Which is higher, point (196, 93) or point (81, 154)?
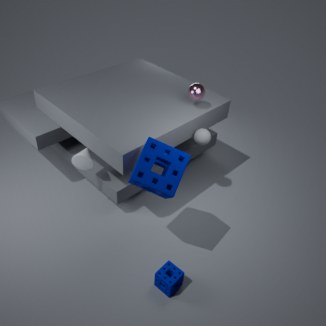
point (196, 93)
